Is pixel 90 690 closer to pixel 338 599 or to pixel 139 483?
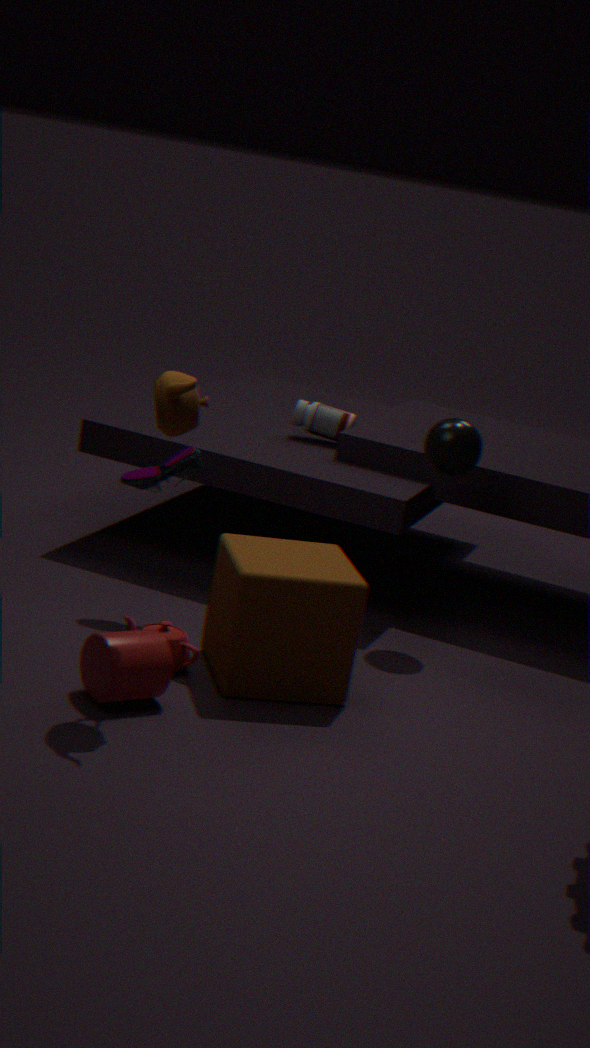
pixel 338 599
